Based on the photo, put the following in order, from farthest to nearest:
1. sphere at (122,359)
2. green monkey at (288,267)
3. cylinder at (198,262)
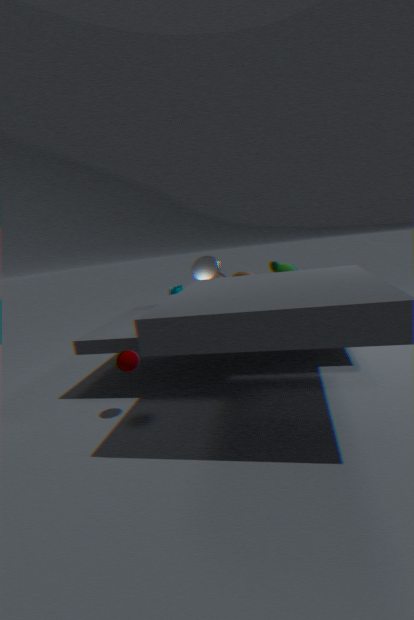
cylinder at (198,262)
green monkey at (288,267)
sphere at (122,359)
